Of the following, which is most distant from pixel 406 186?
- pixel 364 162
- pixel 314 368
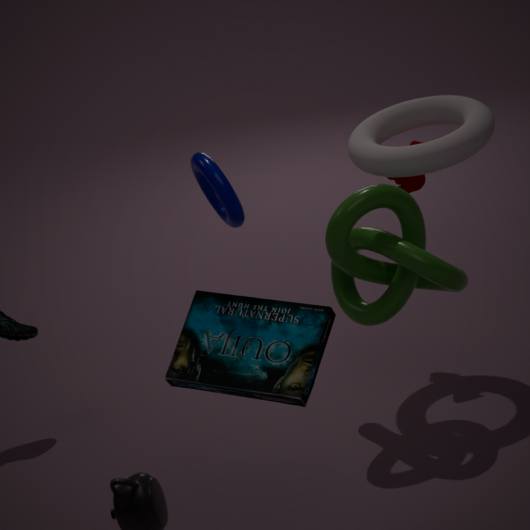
pixel 314 368
